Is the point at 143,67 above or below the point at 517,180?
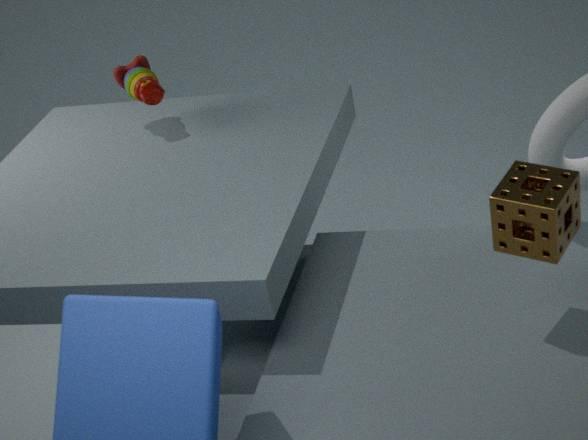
above
